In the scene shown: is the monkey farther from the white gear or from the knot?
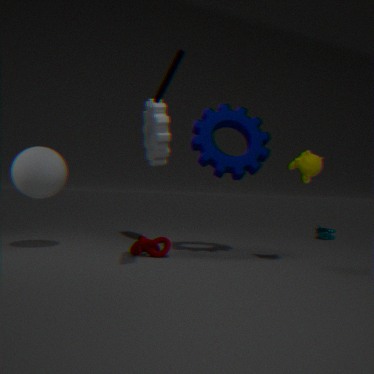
the white gear
